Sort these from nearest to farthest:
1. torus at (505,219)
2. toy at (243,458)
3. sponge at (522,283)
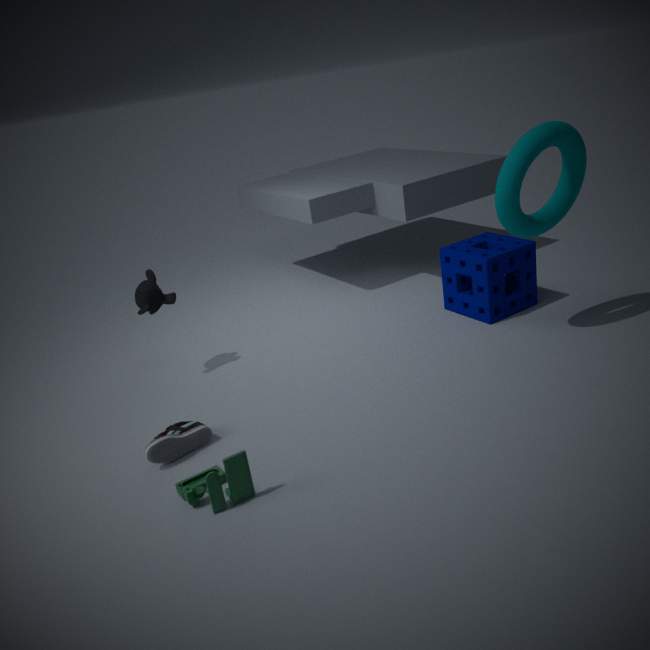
1. toy at (243,458)
2. torus at (505,219)
3. sponge at (522,283)
